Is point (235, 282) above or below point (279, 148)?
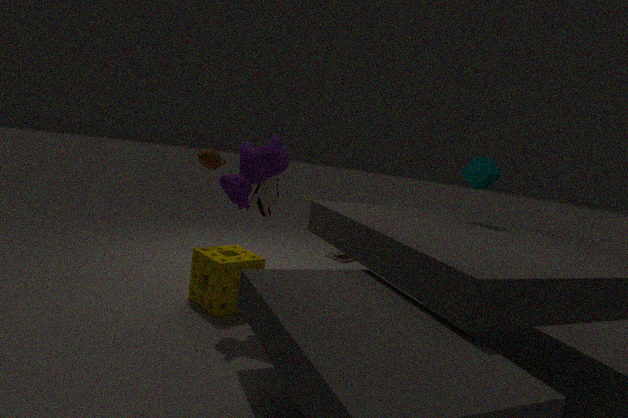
below
